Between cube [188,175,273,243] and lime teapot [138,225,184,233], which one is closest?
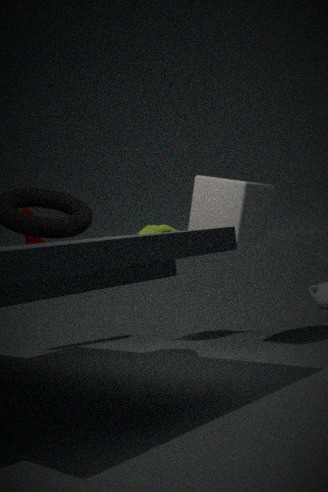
cube [188,175,273,243]
